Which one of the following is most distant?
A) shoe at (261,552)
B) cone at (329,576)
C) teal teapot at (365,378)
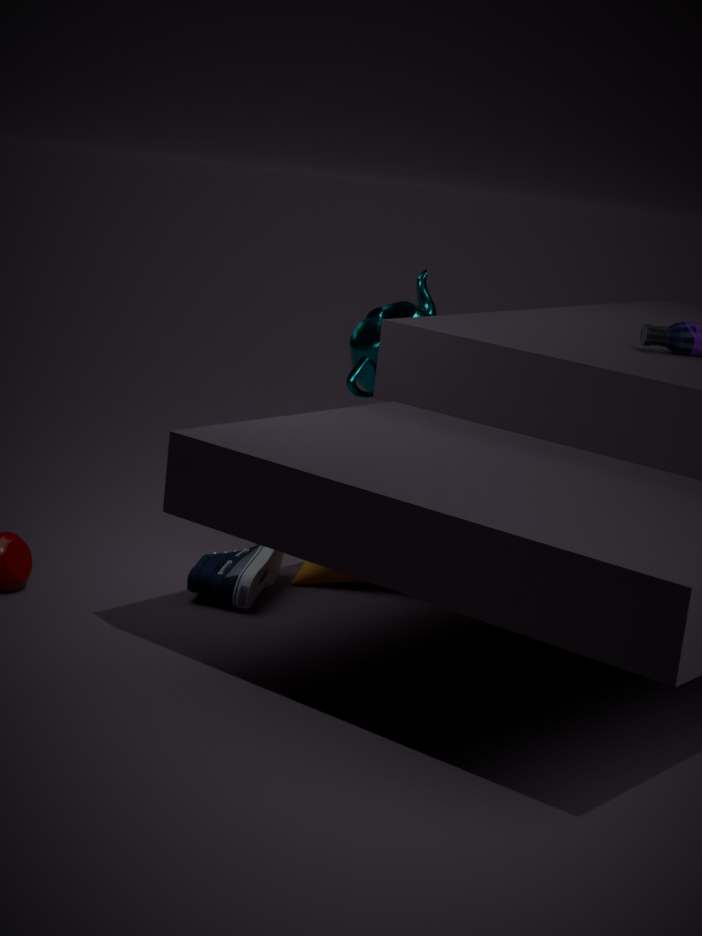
teal teapot at (365,378)
